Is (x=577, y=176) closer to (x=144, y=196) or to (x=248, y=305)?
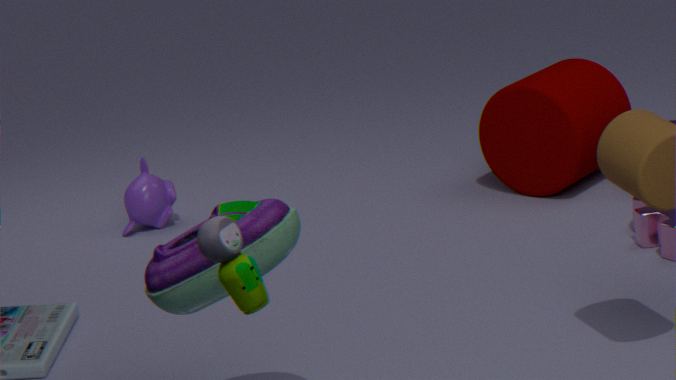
(x=144, y=196)
